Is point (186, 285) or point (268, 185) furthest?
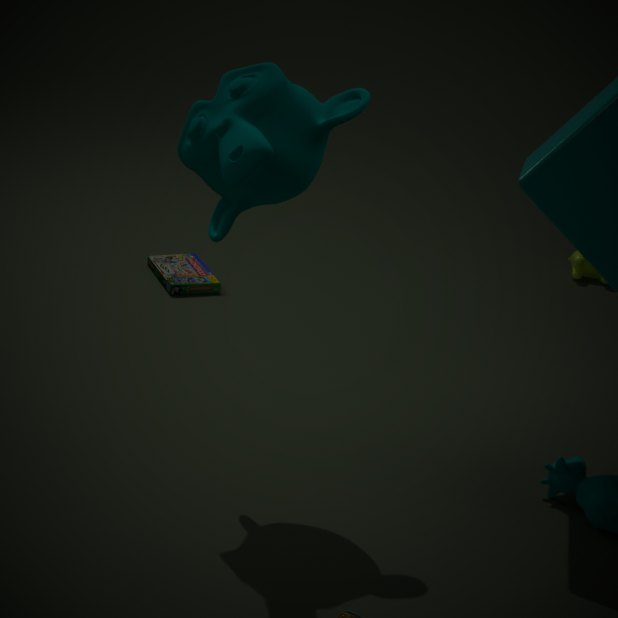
point (186, 285)
